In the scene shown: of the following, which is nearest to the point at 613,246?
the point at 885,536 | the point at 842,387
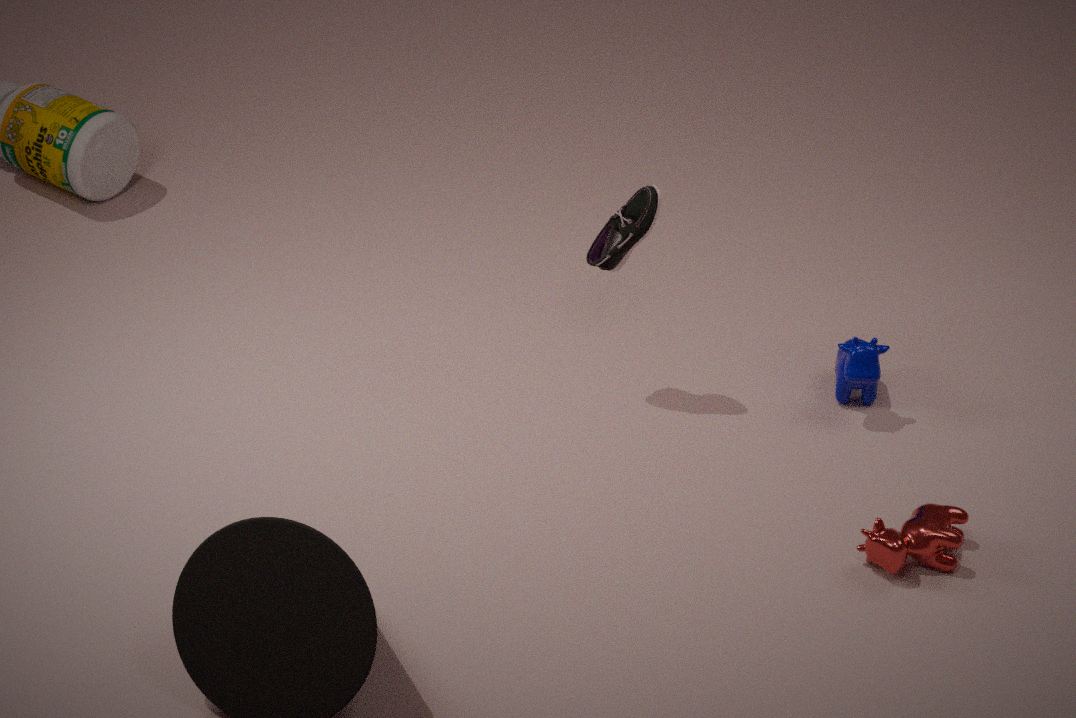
the point at 842,387
